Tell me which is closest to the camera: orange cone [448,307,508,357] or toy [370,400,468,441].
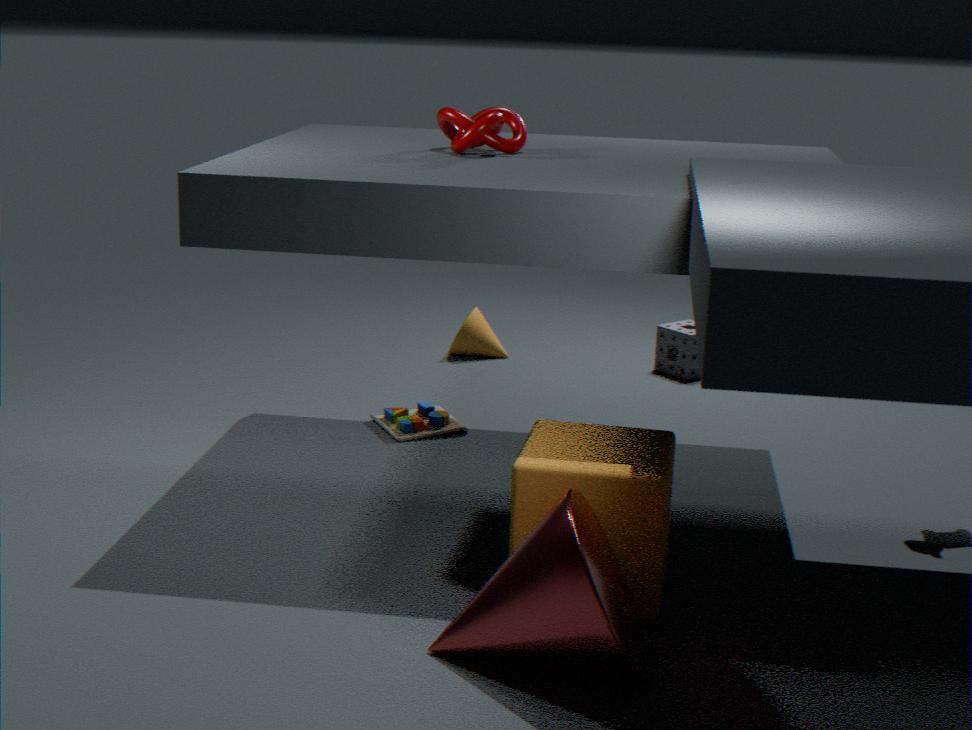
toy [370,400,468,441]
